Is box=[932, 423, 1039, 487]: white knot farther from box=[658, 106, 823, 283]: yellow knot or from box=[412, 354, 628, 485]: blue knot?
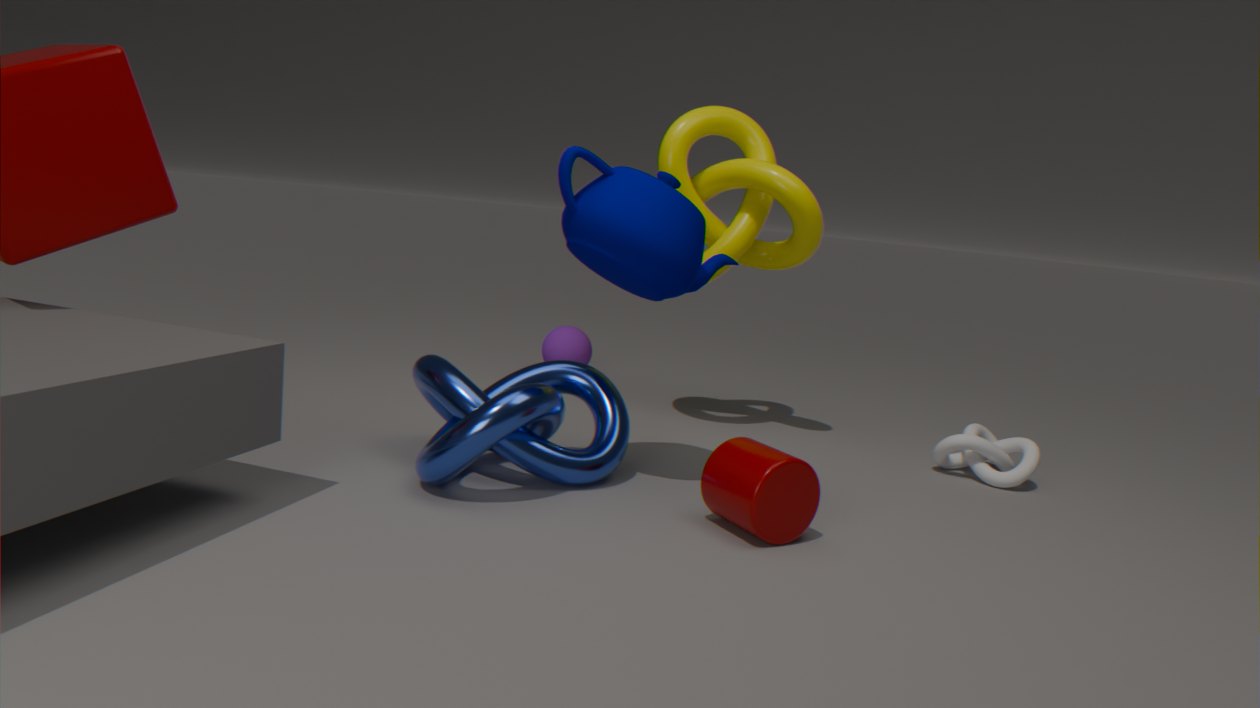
box=[412, 354, 628, 485]: blue knot
